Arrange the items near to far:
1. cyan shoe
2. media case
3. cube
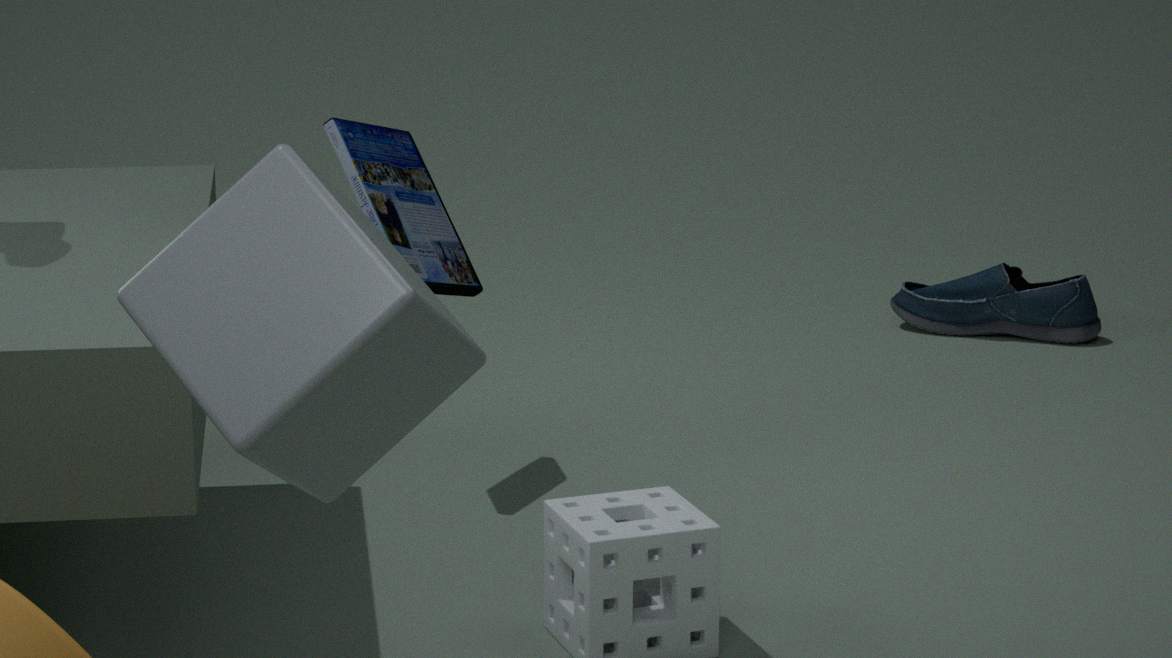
cube < media case < cyan shoe
